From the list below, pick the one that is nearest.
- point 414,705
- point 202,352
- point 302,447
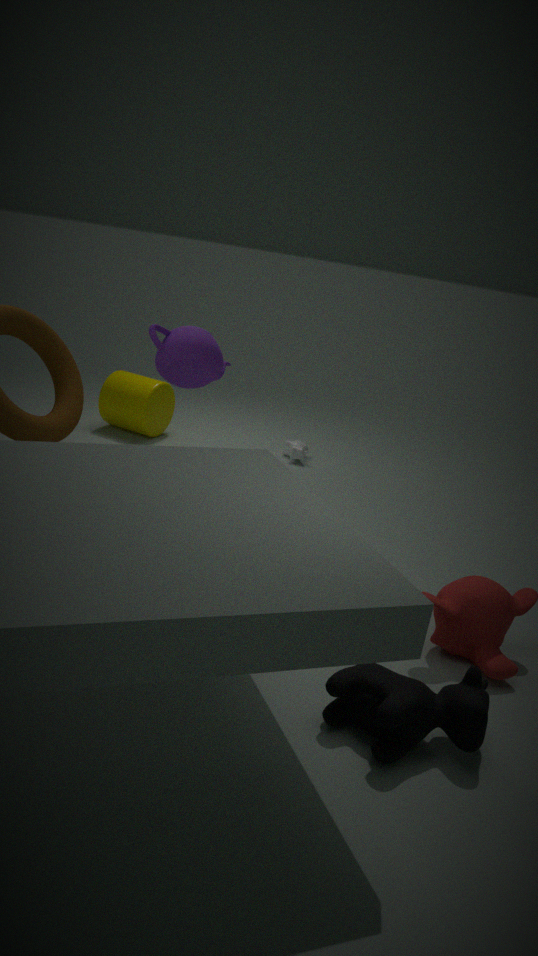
point 414,705
